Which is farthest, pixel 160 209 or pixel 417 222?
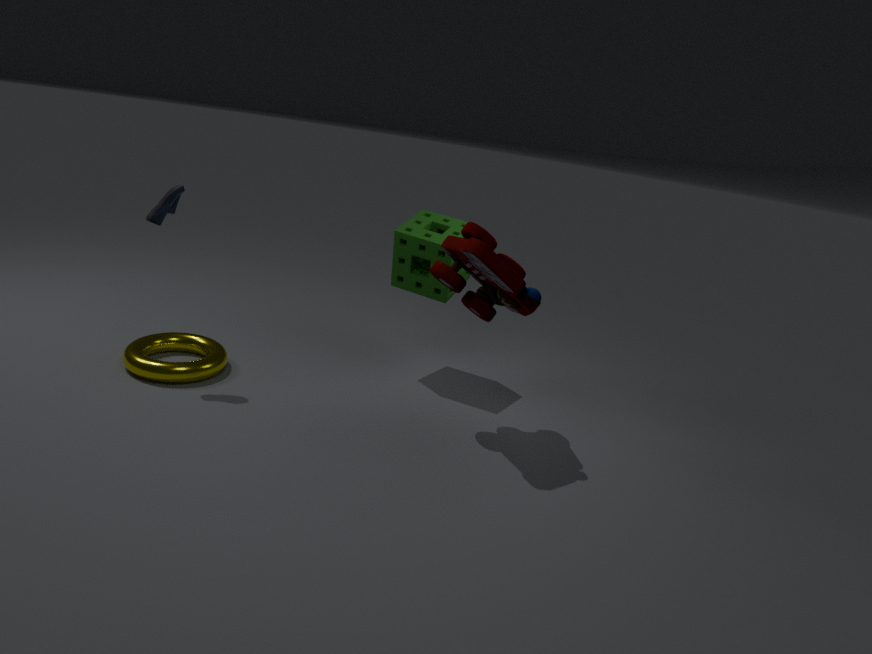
pixel 417 222
